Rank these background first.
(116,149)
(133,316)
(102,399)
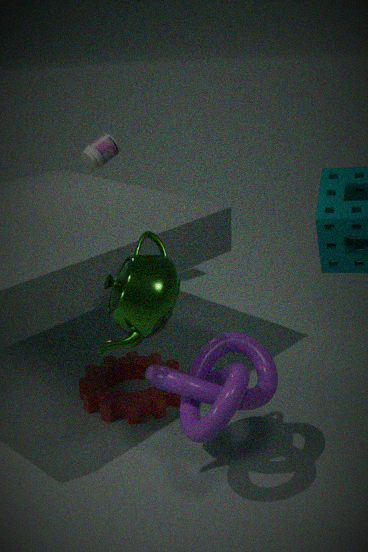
(116,149) → (102,399) → (133,316)
